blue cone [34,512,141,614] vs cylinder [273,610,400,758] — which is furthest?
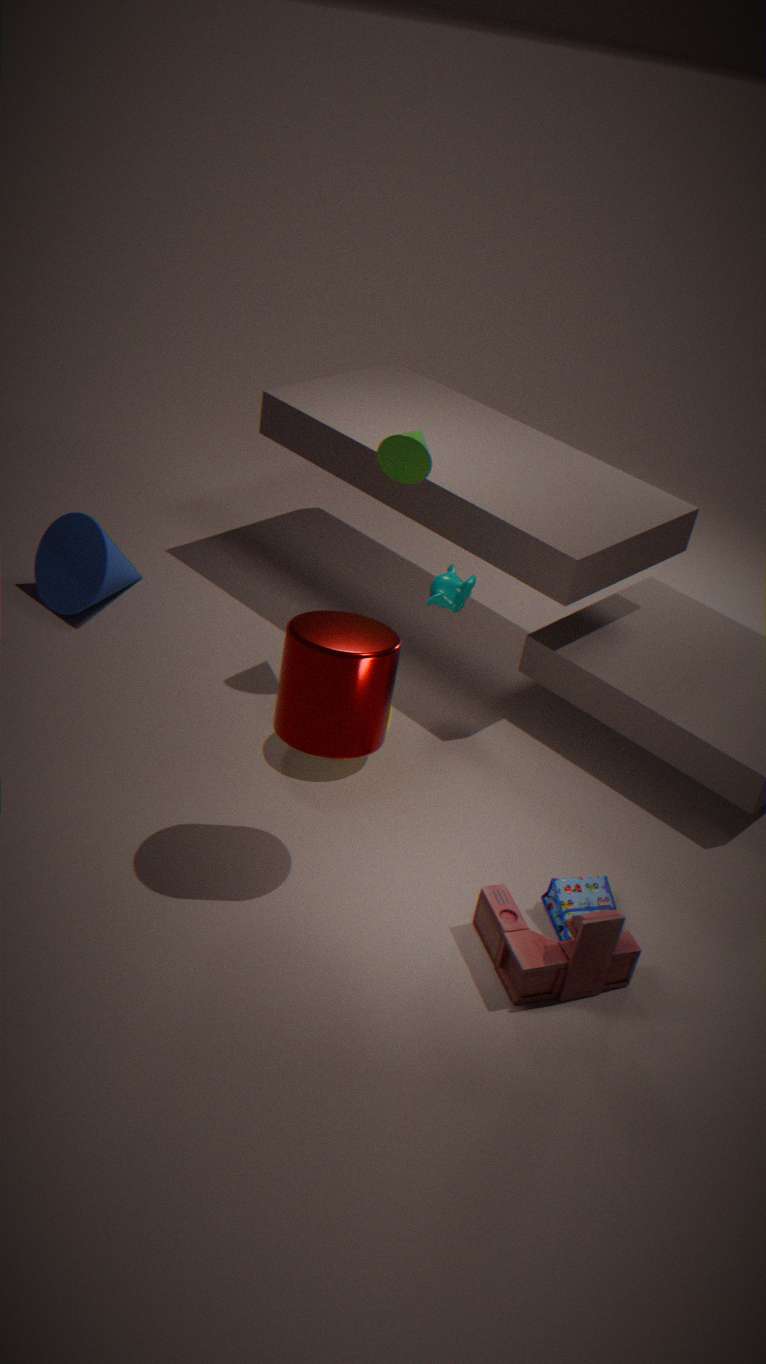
blue cone [34,512,141,614]
